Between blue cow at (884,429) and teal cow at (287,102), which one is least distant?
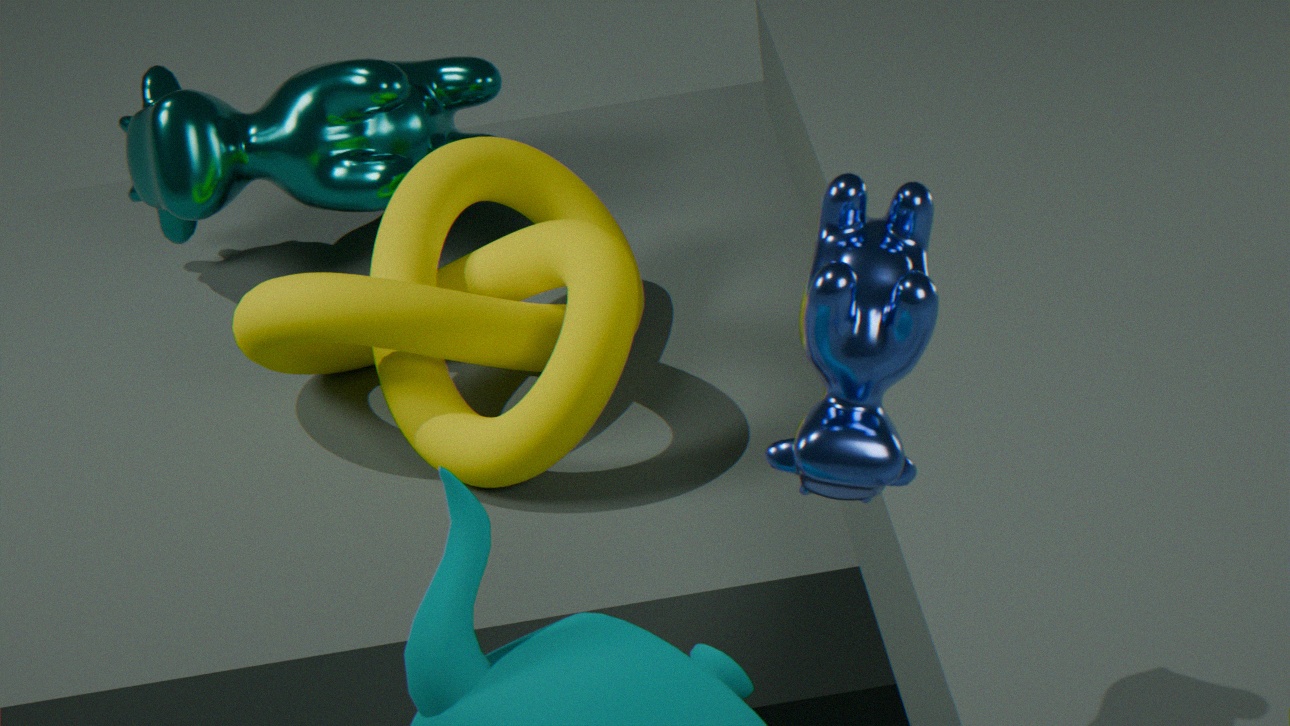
blue cow at (884,429)
